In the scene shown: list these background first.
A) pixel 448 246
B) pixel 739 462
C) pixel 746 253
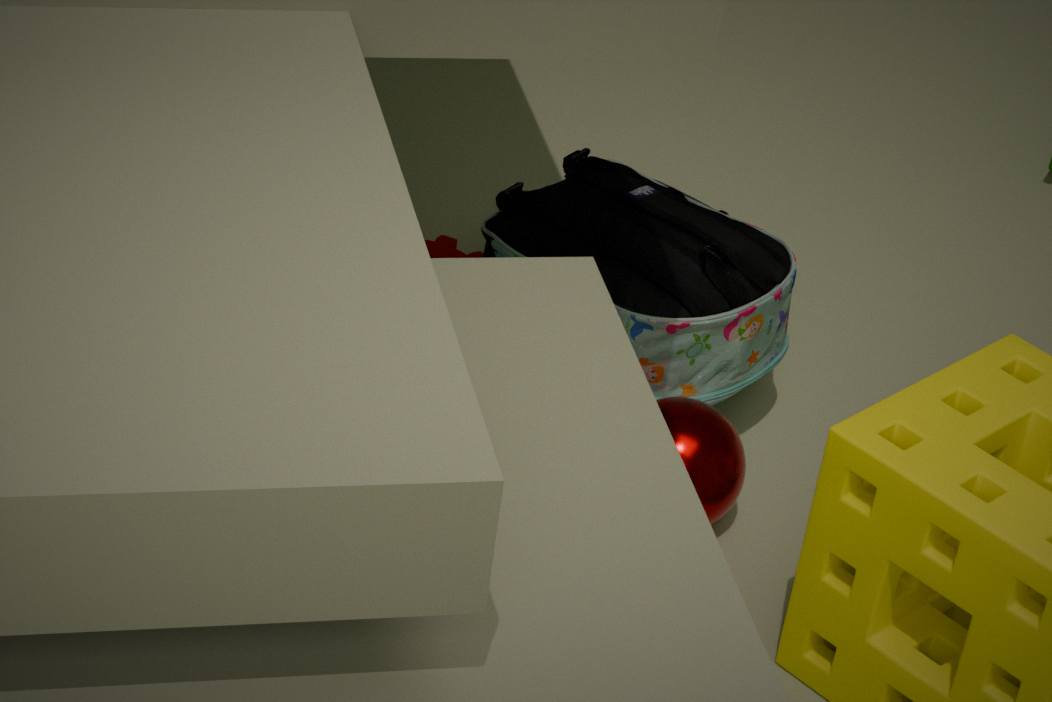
1. pixel 448 246
2. pixel 746 253
3. pixel 739 462
